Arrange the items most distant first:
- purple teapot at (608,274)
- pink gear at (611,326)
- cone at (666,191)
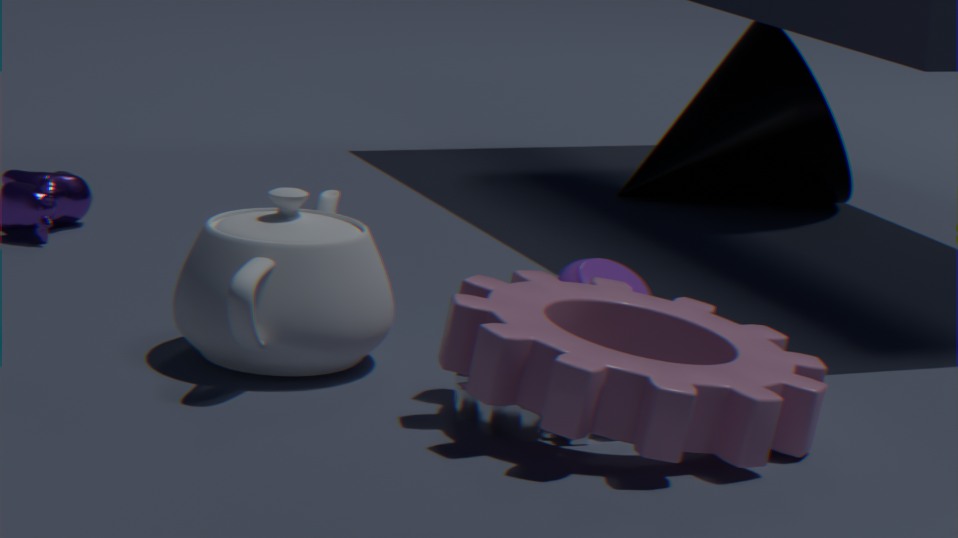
1. cone at (666,191)
2. purple teapot at (608,274)
3. pink gear at (611,326)
